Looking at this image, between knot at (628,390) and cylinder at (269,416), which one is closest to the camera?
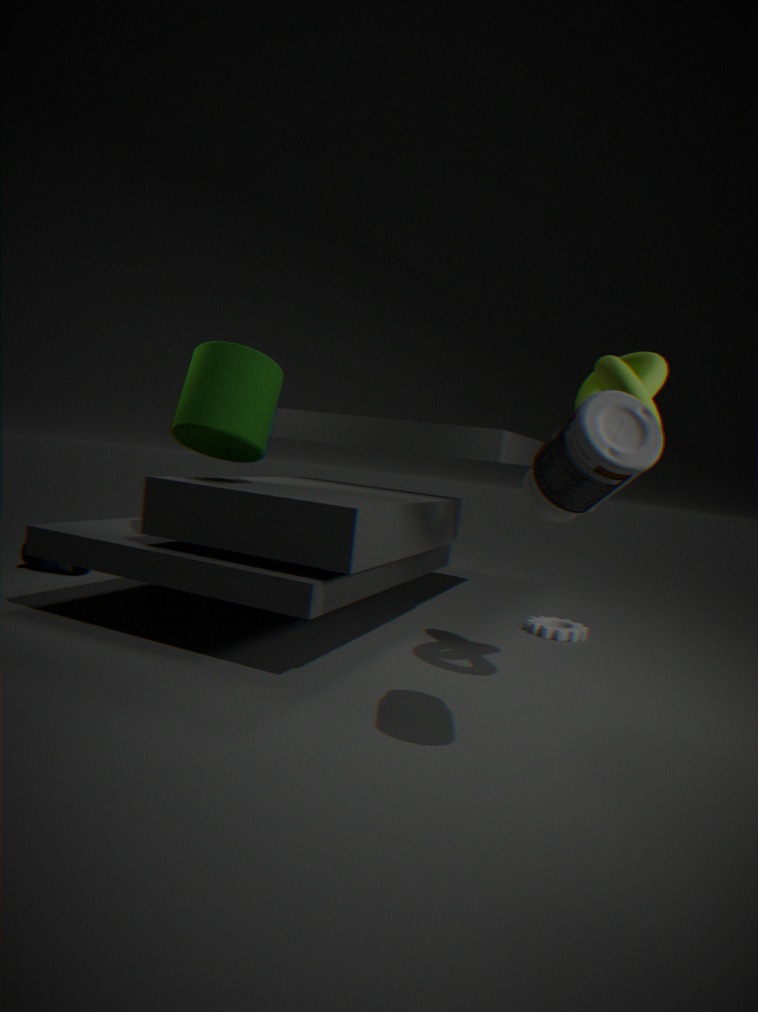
knot at (628,390)
